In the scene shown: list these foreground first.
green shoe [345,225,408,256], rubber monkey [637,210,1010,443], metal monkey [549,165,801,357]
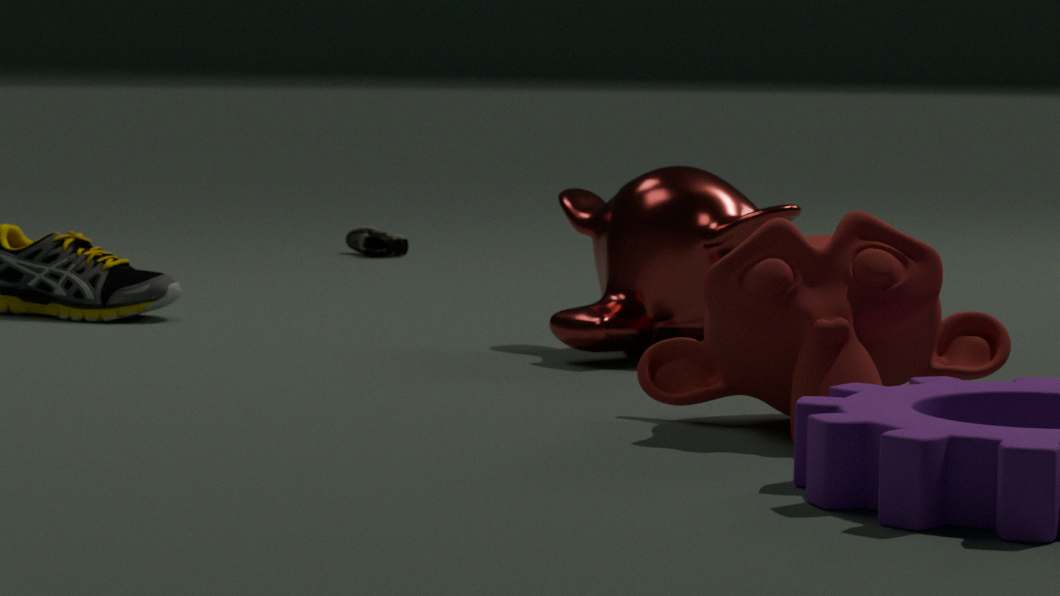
rubber monkey [637,210,1010,443] → metal monkey [549,165,801,357] → green shoe [345,225,408,256]
